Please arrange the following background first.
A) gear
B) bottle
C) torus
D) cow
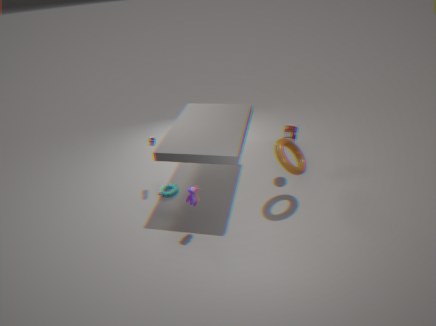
gear → bottle → torus → cow
